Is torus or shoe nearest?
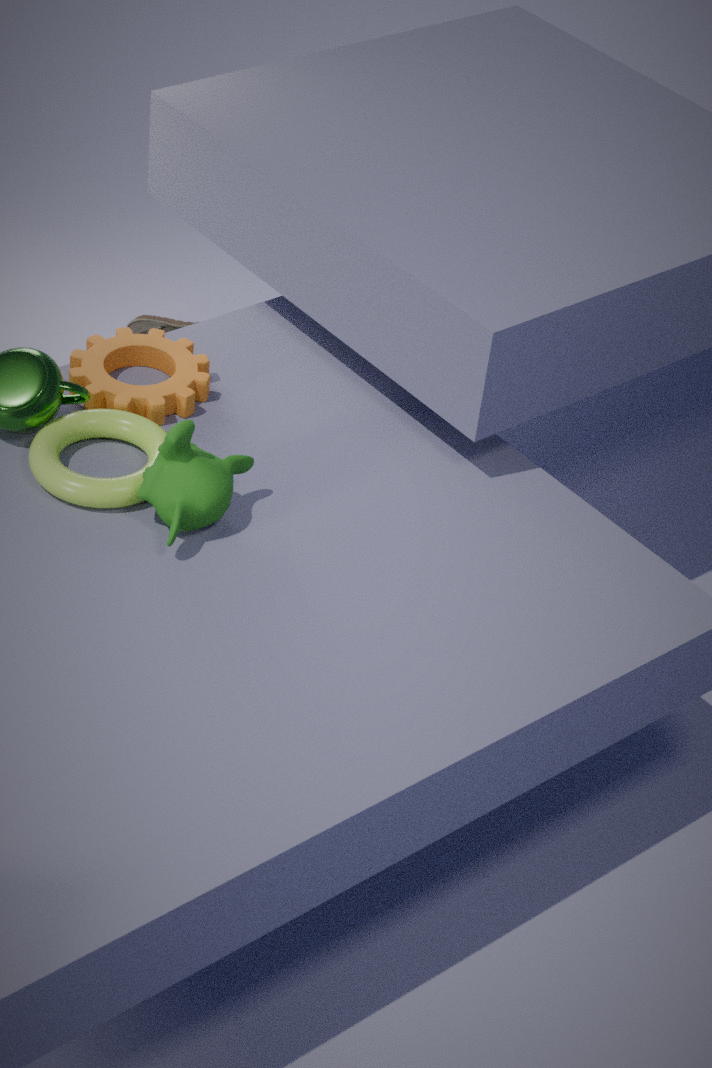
torus
